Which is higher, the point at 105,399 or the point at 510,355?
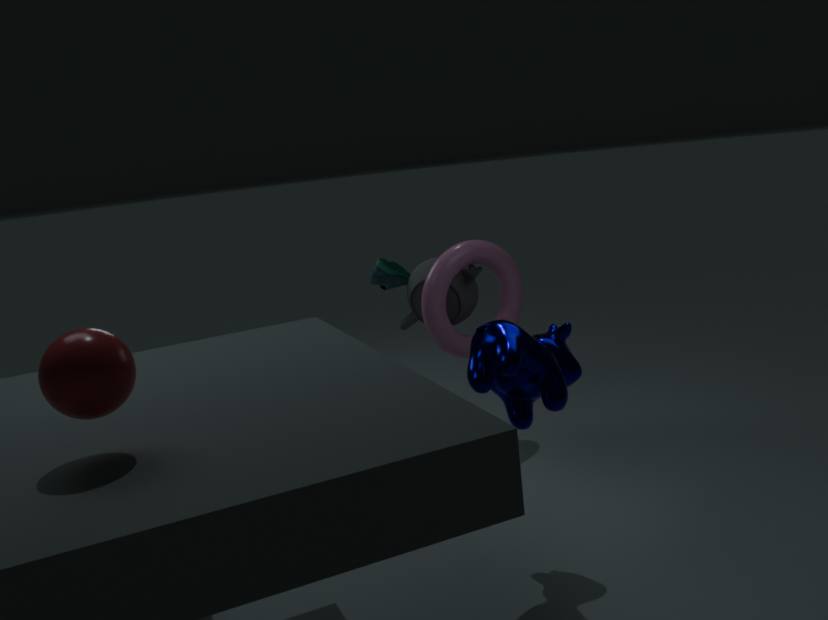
the point at 105,399
